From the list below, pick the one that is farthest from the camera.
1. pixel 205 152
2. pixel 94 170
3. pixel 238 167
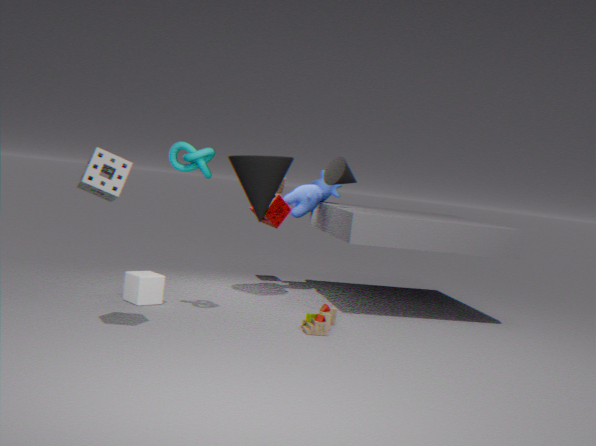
pixel 238 167
